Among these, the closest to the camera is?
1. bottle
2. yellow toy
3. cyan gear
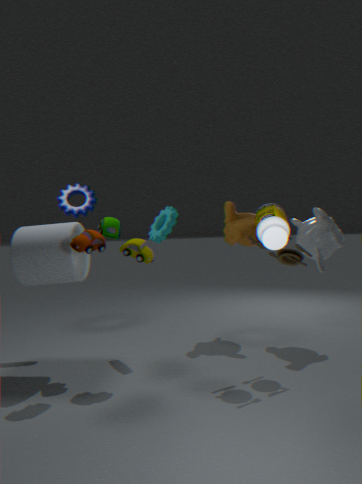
bottle
